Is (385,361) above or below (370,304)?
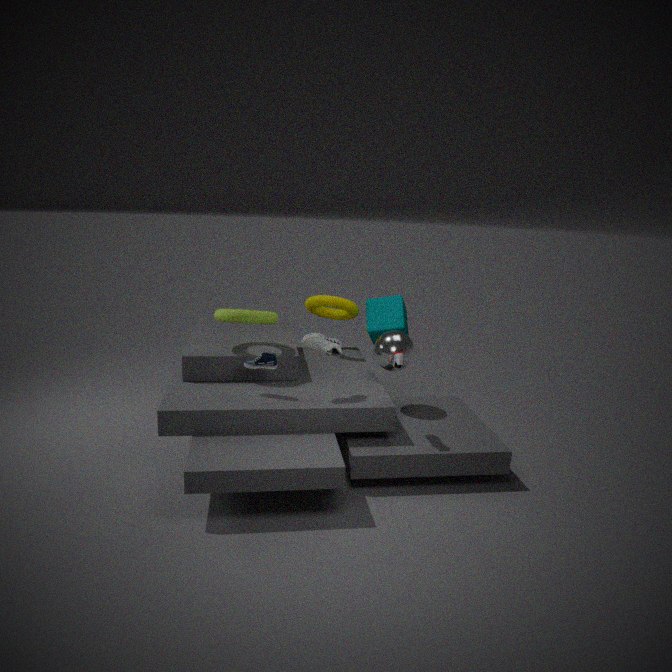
below
